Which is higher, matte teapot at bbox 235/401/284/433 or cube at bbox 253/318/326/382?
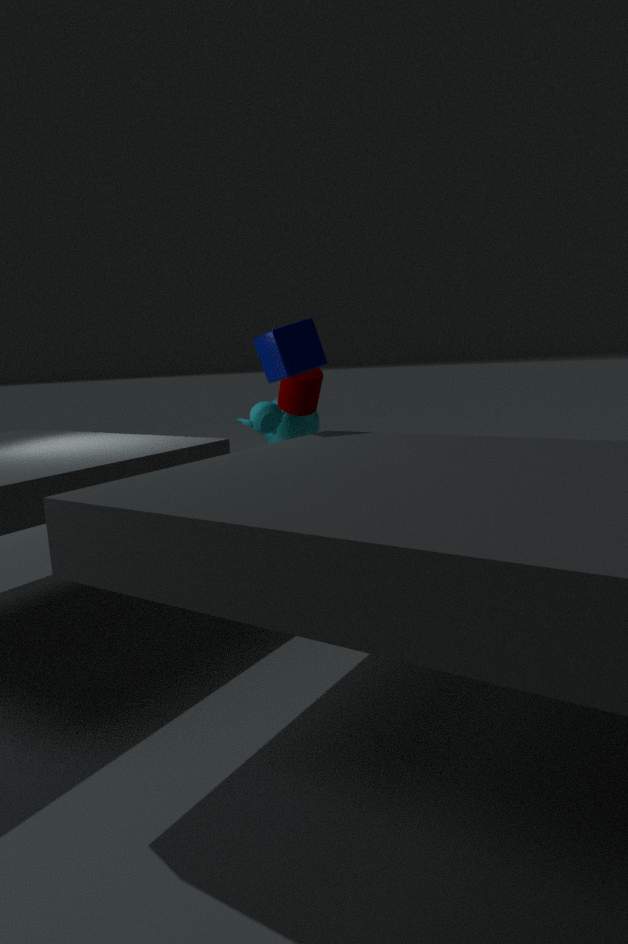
cube at bbox 253/318/326/382
